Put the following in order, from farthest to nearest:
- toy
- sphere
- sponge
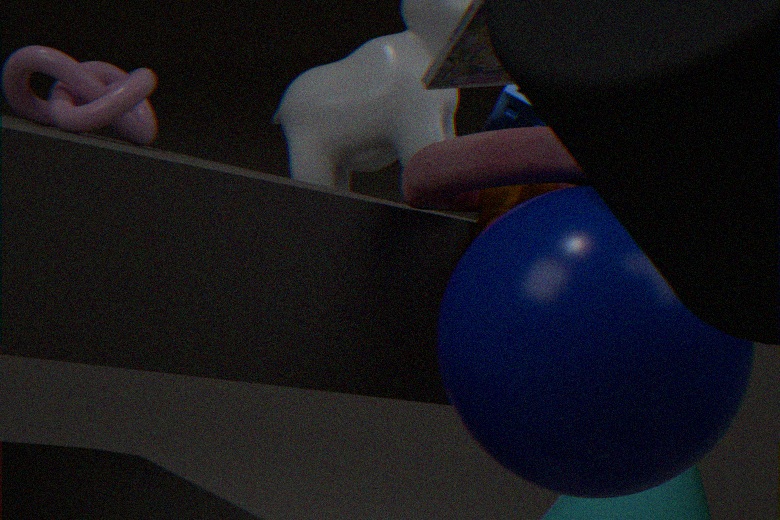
sponge < toy < sphere
